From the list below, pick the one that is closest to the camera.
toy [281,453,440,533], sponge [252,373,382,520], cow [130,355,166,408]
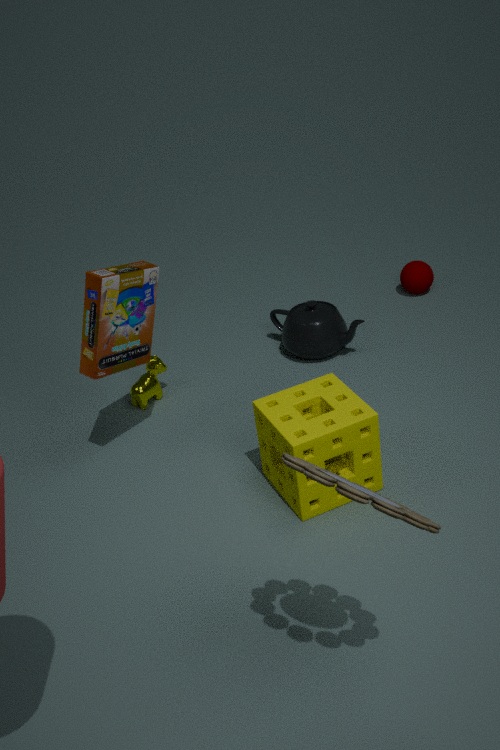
toy [281,453,440,533]
